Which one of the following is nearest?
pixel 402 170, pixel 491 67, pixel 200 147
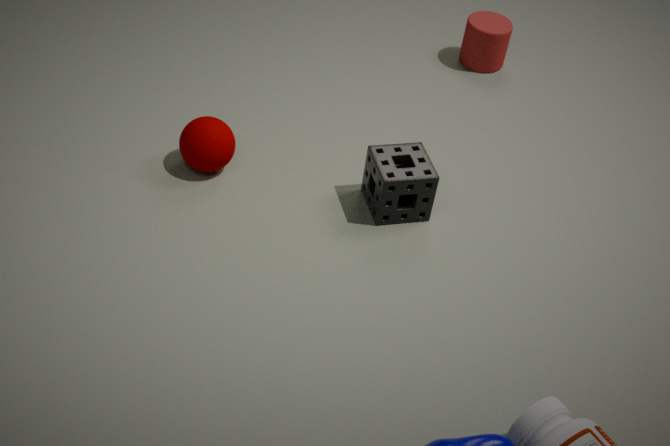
pixel 402 170
